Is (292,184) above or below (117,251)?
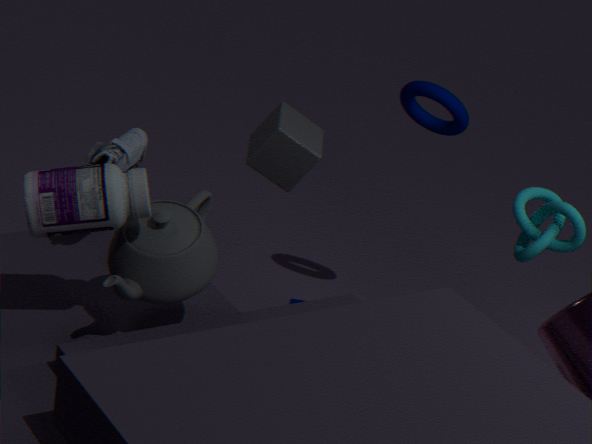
above
